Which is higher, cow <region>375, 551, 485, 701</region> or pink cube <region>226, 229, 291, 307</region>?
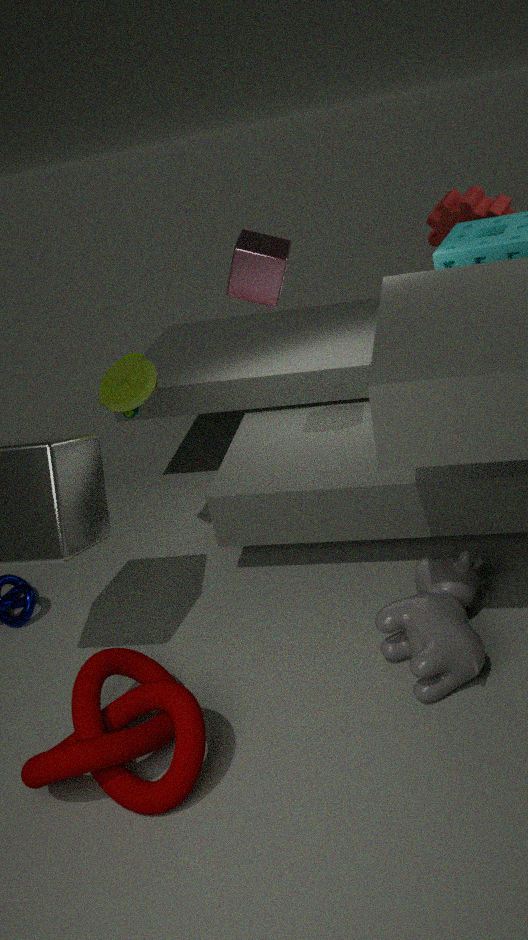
pink cube <region>226, 229, 291, 307</region>
